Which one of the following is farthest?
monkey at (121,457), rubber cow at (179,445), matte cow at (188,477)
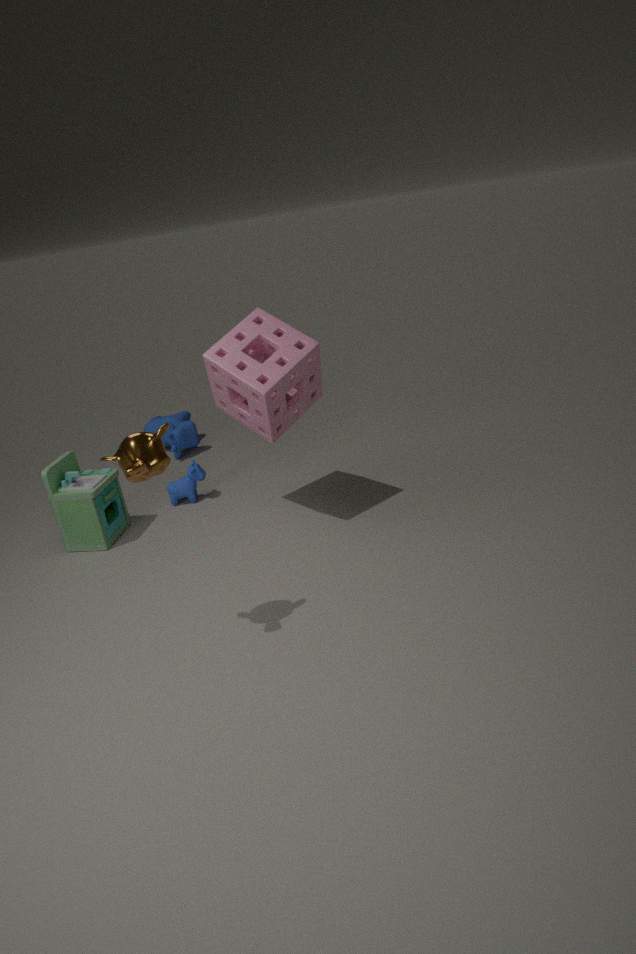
rubber cow at (179,445)
